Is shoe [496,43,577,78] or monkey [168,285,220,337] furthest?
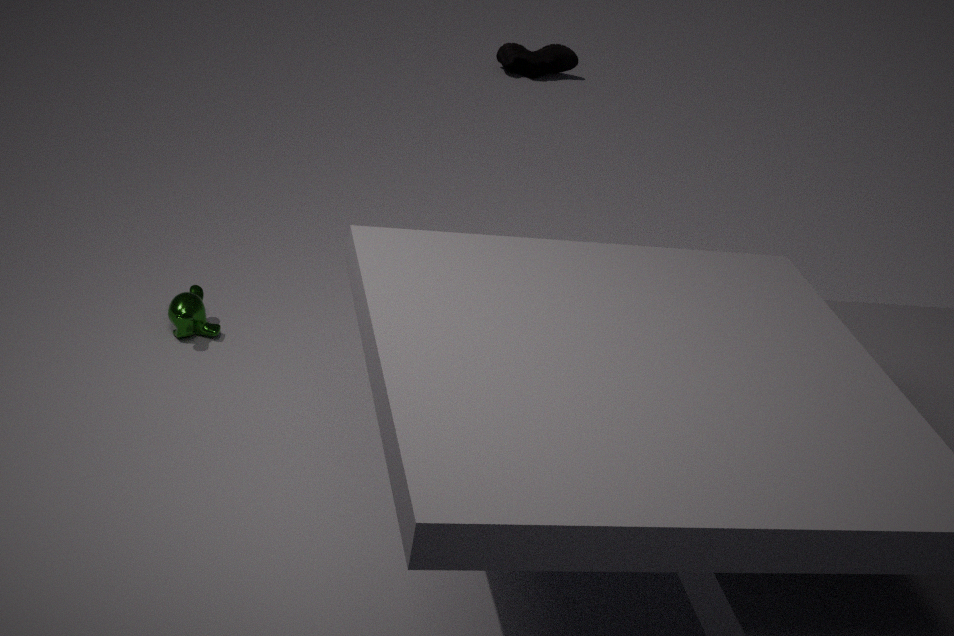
shoe [496,43,577,78]
